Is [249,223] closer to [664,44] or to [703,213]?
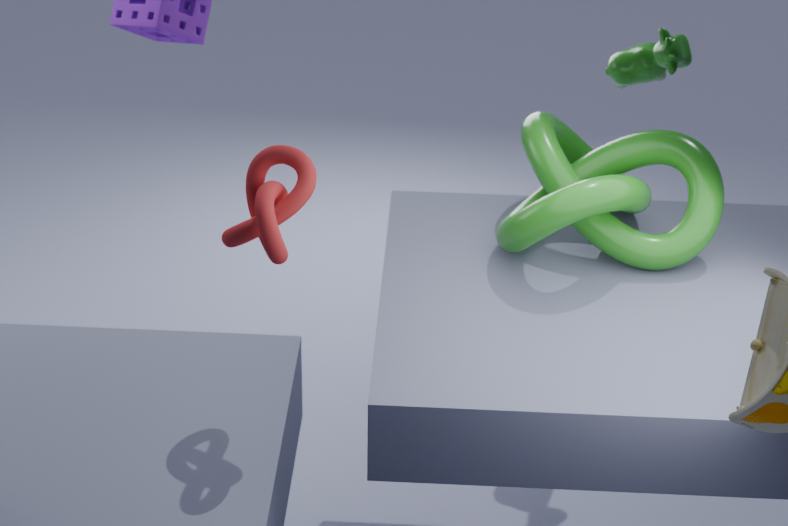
[703,213]
